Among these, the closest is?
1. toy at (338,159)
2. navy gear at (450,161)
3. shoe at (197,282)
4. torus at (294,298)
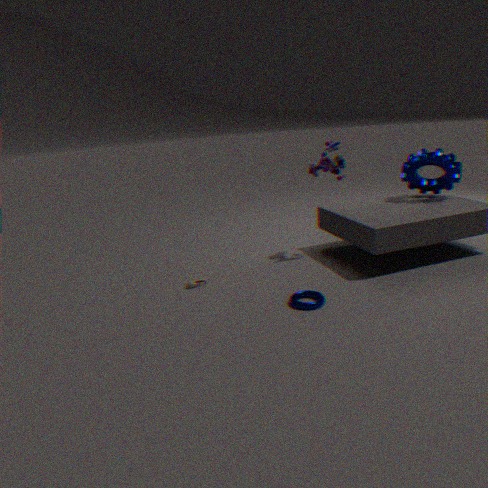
torus at (294,298)
